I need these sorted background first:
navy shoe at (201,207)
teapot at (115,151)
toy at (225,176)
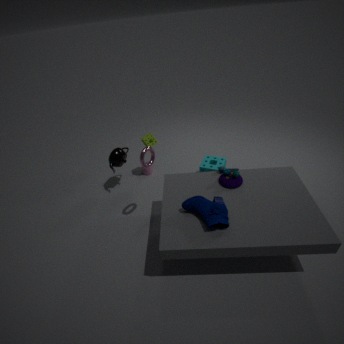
1. teapot at (115,151)
2. toy at (225,176)
3. navy shoe at (201,207)
